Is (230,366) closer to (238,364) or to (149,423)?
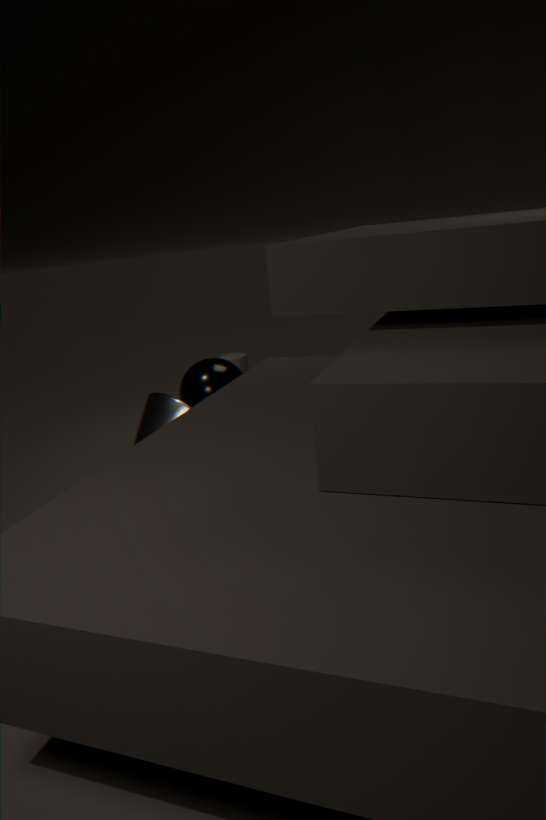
(149,423)
